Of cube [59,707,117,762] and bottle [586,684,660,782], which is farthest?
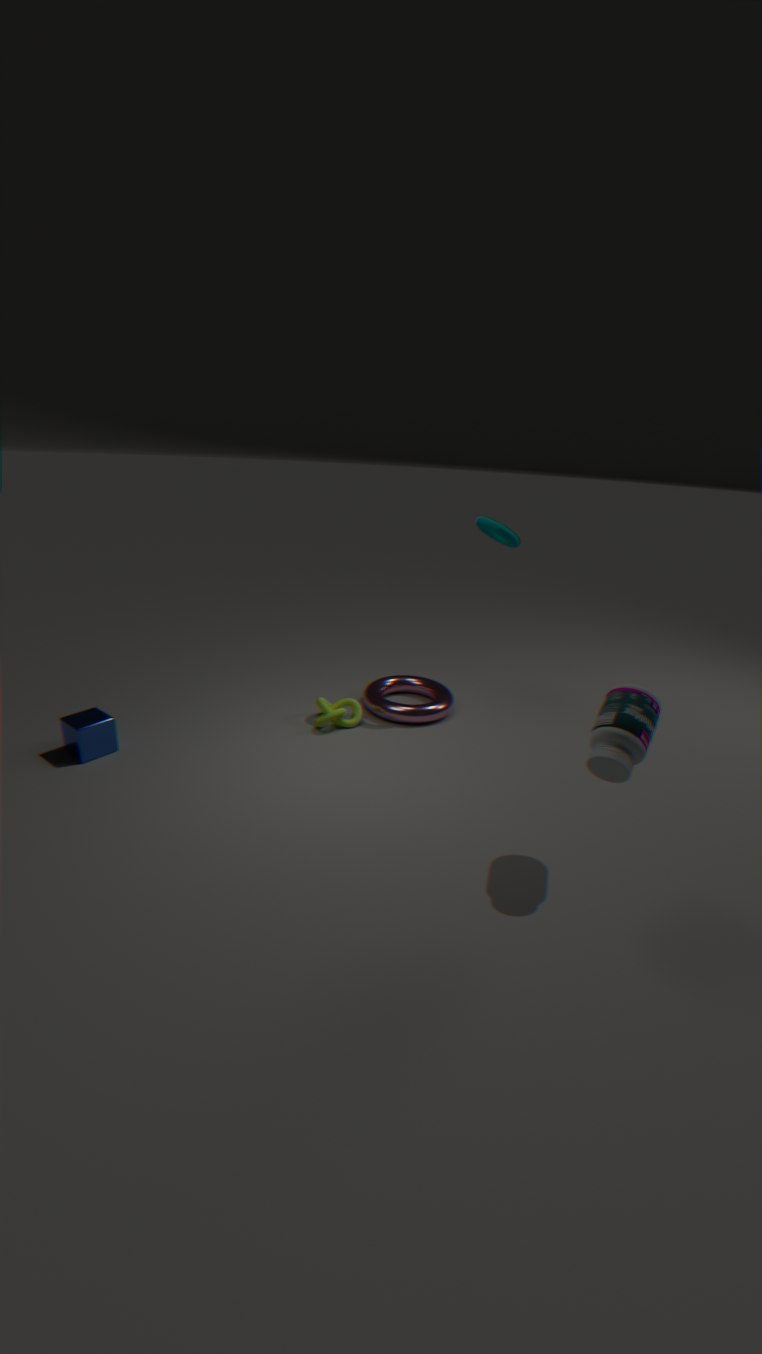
cube [59,707,117,762]
